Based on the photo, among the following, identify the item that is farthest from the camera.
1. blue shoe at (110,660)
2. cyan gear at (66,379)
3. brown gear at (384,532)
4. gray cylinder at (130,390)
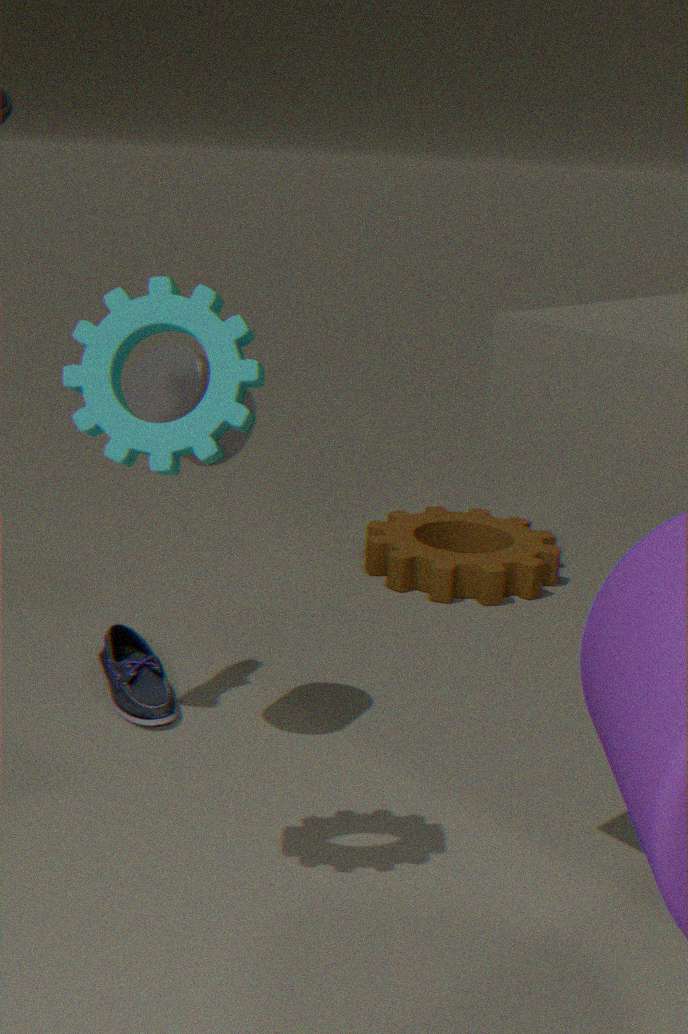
brown gear at (384,532)
